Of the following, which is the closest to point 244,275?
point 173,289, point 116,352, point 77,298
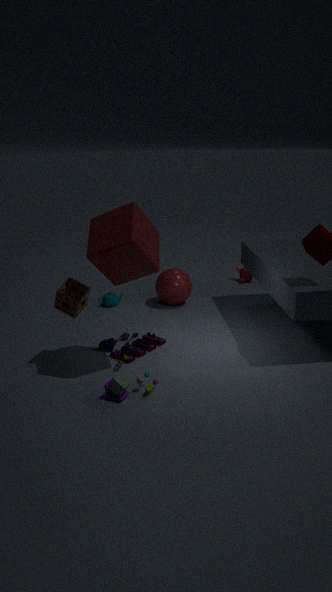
point 173,289
